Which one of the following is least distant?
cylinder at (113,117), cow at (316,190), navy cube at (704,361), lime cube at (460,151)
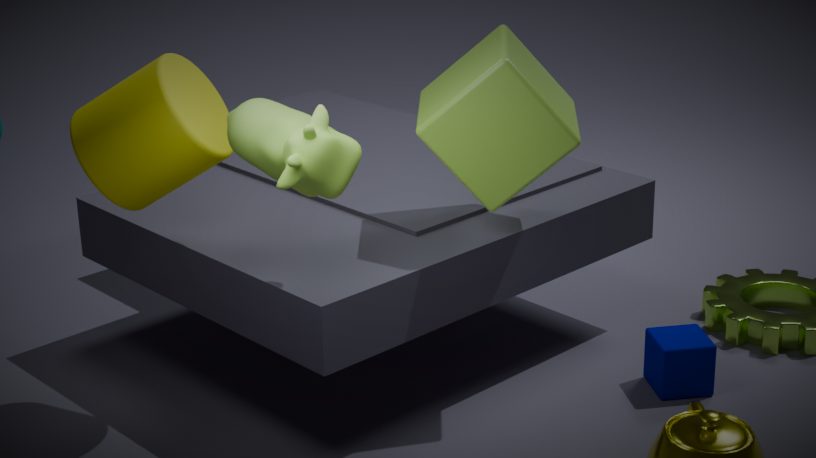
cow at (316,190)
